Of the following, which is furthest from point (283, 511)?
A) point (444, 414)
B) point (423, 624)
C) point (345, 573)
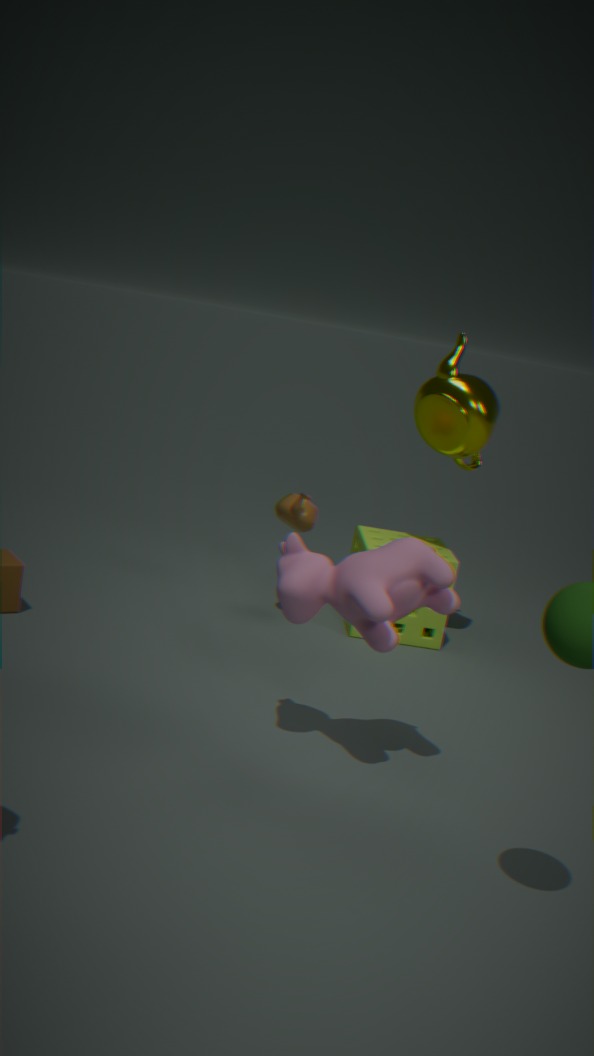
point (345, 573)
